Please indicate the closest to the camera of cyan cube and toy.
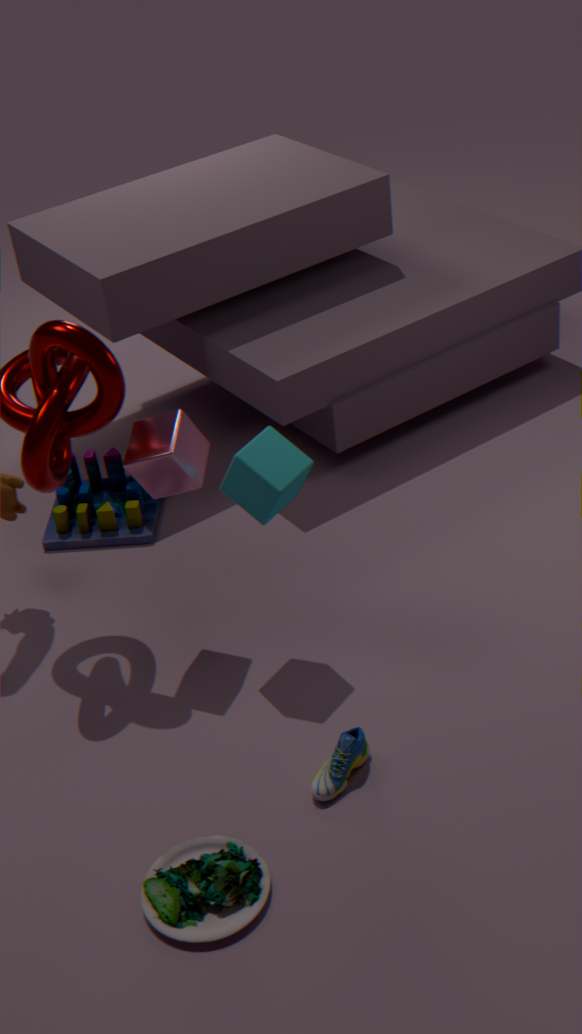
cyan cube
